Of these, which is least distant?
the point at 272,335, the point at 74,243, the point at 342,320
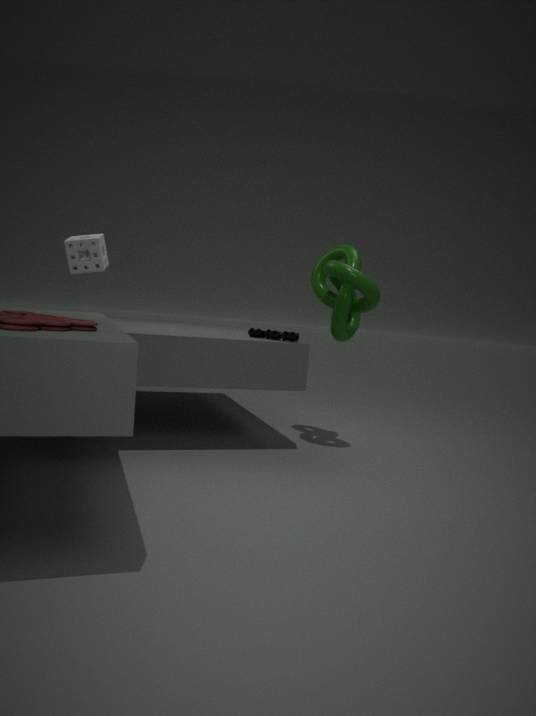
the point at 342,320
